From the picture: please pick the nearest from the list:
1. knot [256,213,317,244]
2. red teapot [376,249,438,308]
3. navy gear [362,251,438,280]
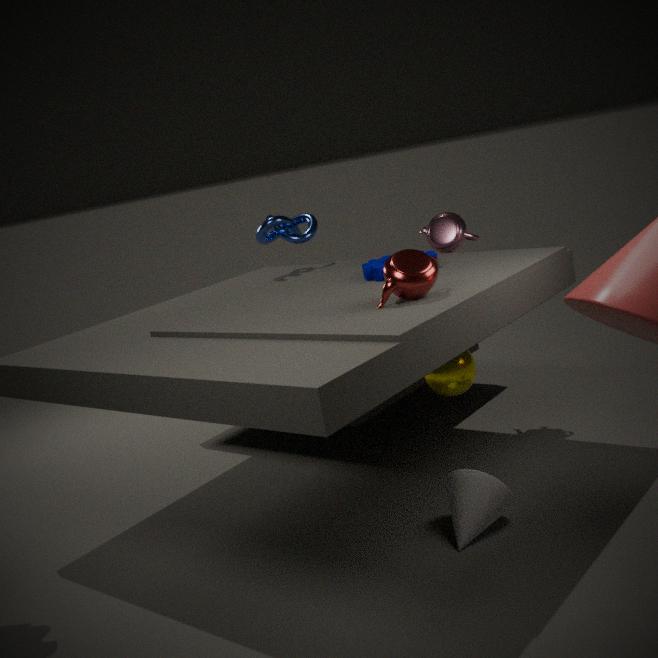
red teapot [376,249,438,308]
